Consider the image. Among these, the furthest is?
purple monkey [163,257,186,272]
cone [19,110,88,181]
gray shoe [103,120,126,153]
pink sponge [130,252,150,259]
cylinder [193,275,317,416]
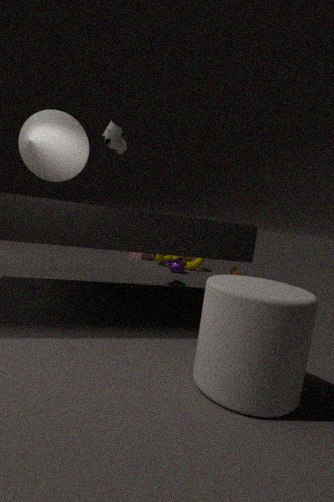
pink sponge [130,252,150,259]
